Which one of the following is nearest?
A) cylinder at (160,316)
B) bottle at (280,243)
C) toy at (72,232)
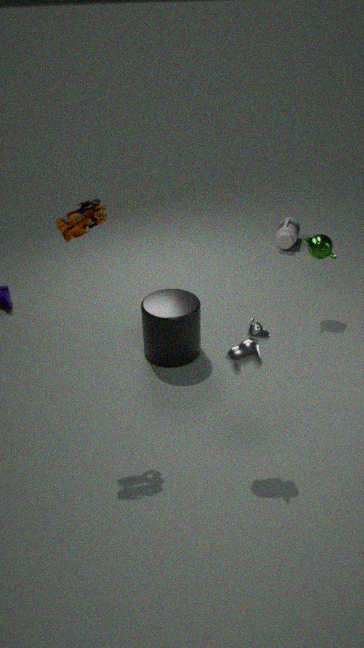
toy at (72,232)
